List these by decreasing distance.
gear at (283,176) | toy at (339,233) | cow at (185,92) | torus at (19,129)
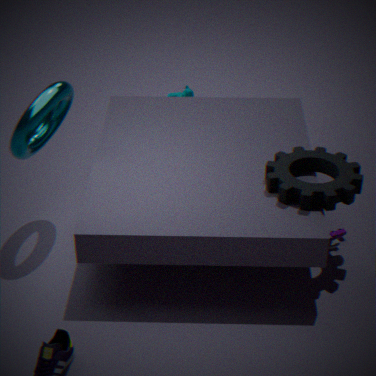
1. cow at (185,92)
2. toy at (339,233)
3. torus at (19,129)
4. gear at (283,176)
